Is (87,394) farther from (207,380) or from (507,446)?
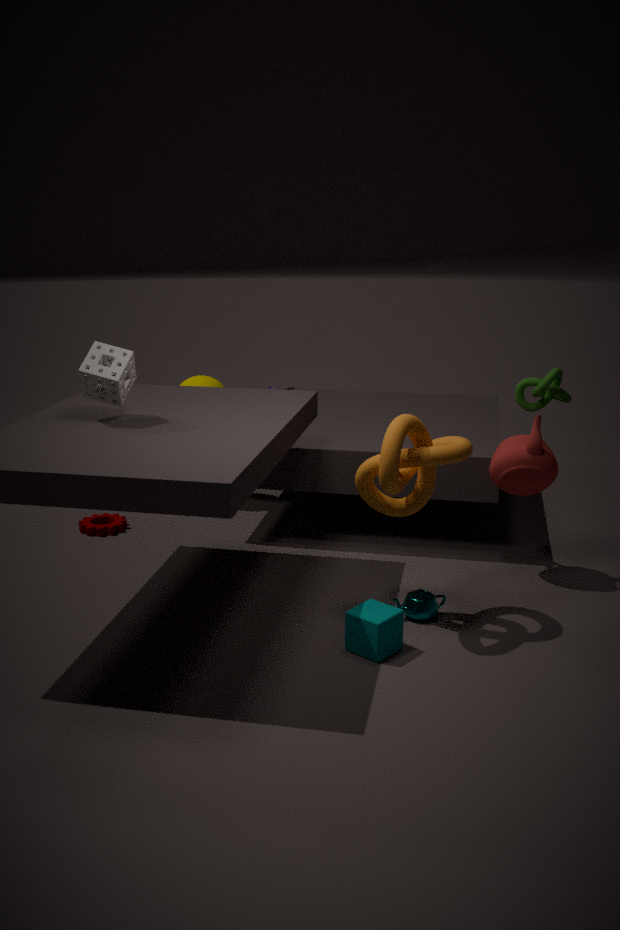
(507,446)
